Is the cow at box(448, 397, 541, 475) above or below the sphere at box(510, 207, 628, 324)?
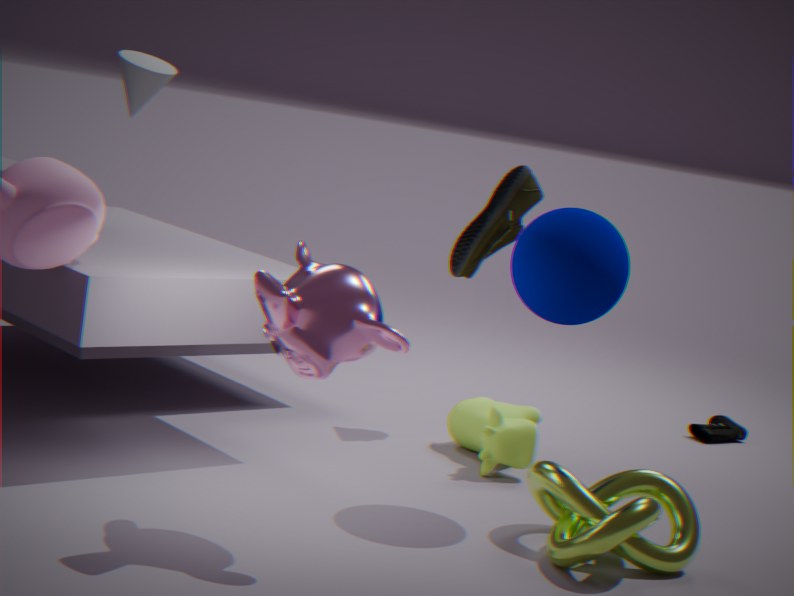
below
